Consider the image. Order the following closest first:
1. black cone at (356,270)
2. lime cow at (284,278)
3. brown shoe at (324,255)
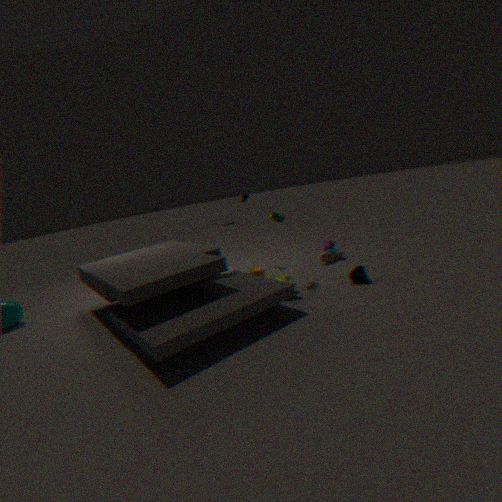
1. lime cow at (284,278)
2. black cone at (356,270)
3. brown shoe at (324,255)
